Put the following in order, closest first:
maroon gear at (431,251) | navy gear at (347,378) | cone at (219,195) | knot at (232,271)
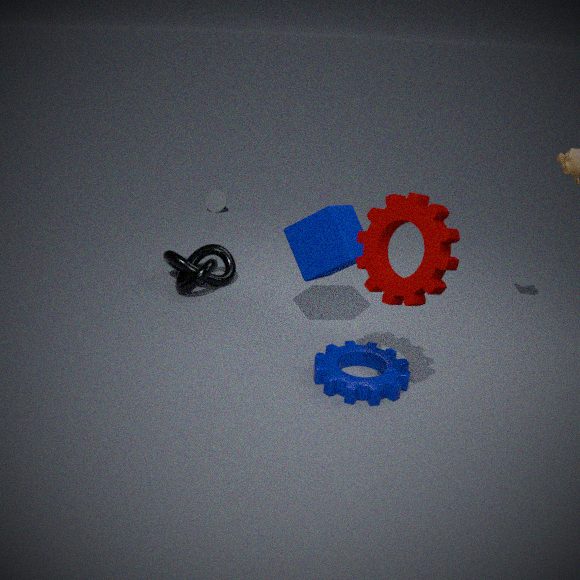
maroon gear at (431,251)
navy gear at (347,378)
knot at (232,271)
cone at (219,195)
